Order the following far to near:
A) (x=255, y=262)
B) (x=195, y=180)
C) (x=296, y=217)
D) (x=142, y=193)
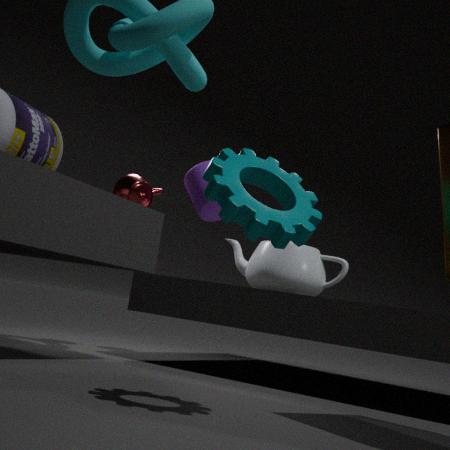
(x=255, y=262) < (x=195, y=180) < (x=142, y=193) < (x=296, y=217)
